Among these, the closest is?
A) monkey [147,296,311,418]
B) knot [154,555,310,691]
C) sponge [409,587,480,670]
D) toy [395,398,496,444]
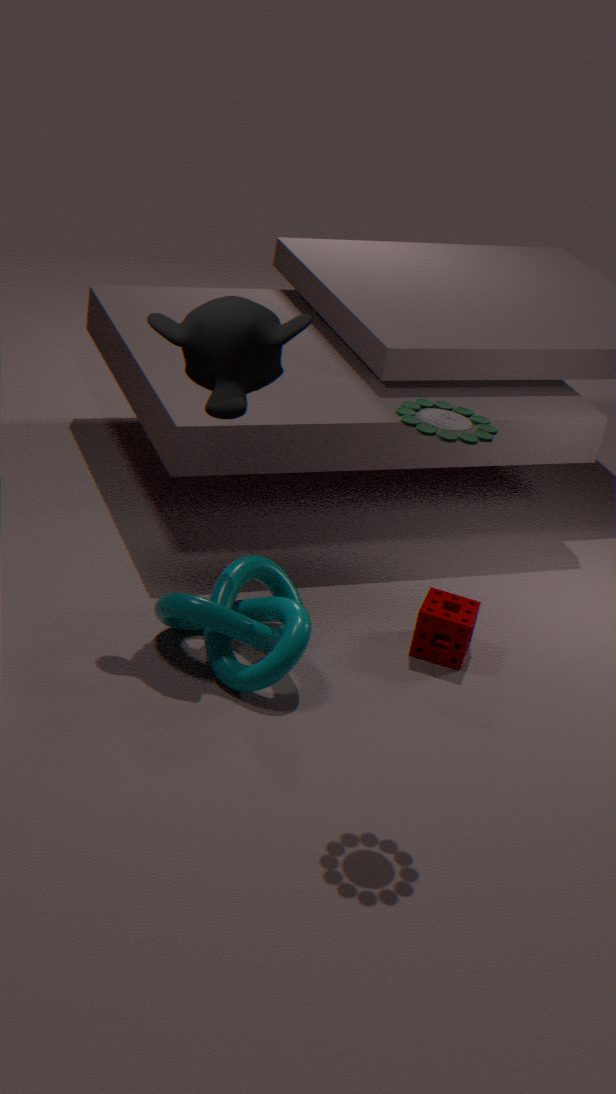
toy [395,398,496,444]
